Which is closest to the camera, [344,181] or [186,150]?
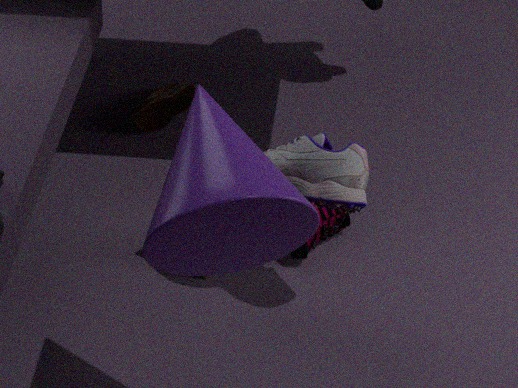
[186,150]
